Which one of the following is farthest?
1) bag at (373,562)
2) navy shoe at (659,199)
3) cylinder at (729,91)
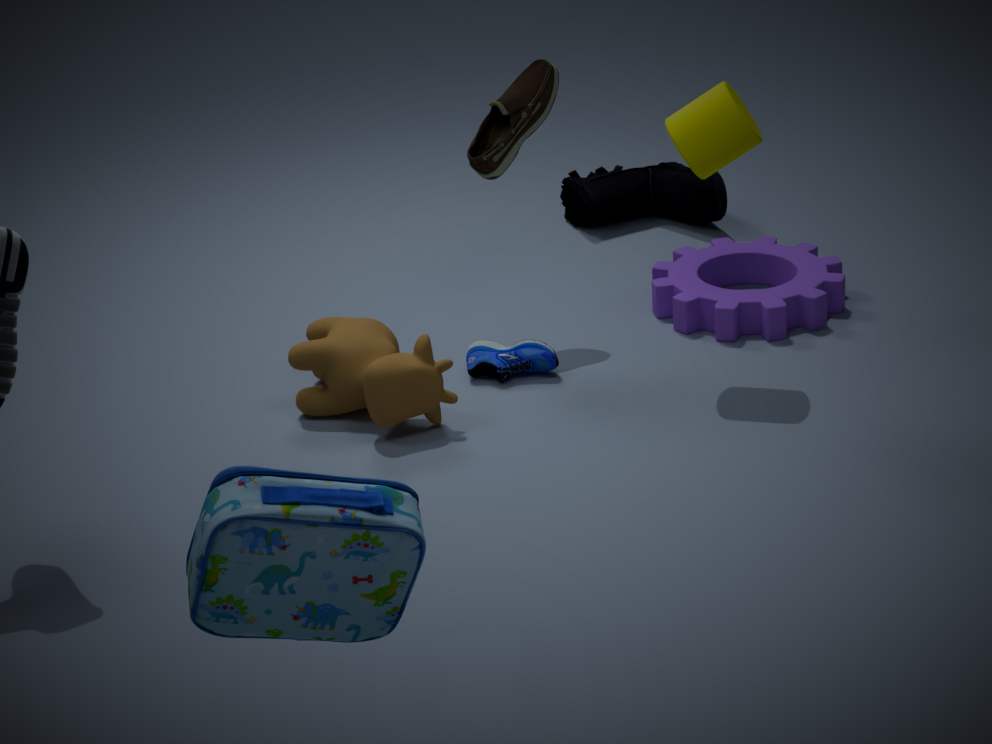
2. navy shoe at (659,199)
